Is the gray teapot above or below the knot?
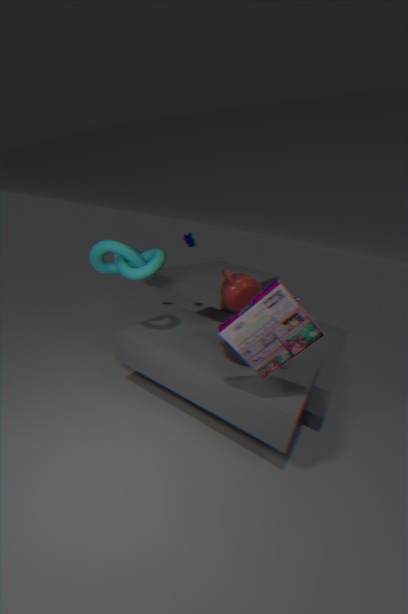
below
